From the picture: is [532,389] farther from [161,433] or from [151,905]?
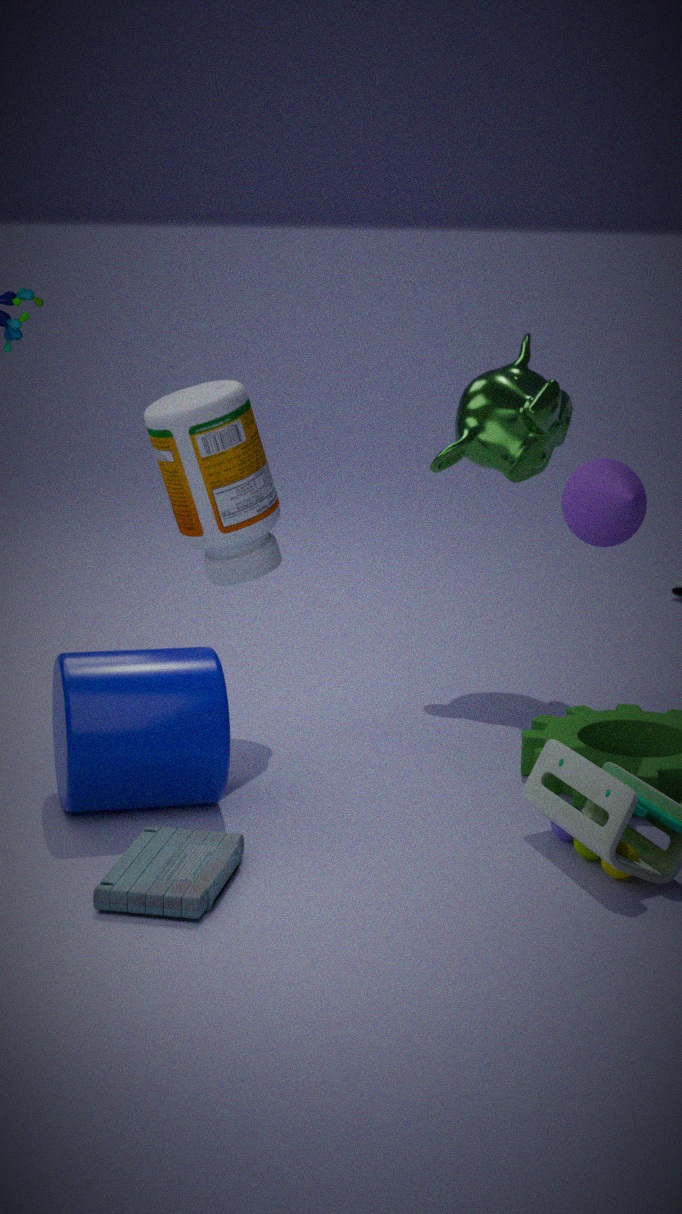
[151,905]
